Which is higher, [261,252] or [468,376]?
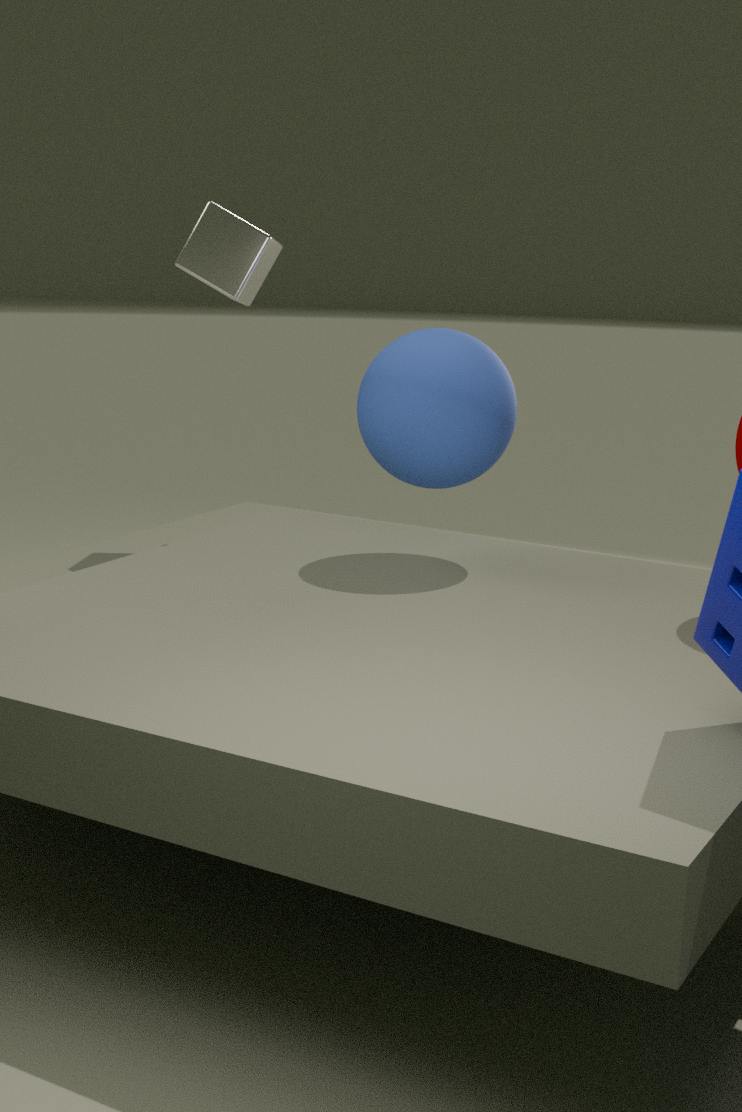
[261,252]
